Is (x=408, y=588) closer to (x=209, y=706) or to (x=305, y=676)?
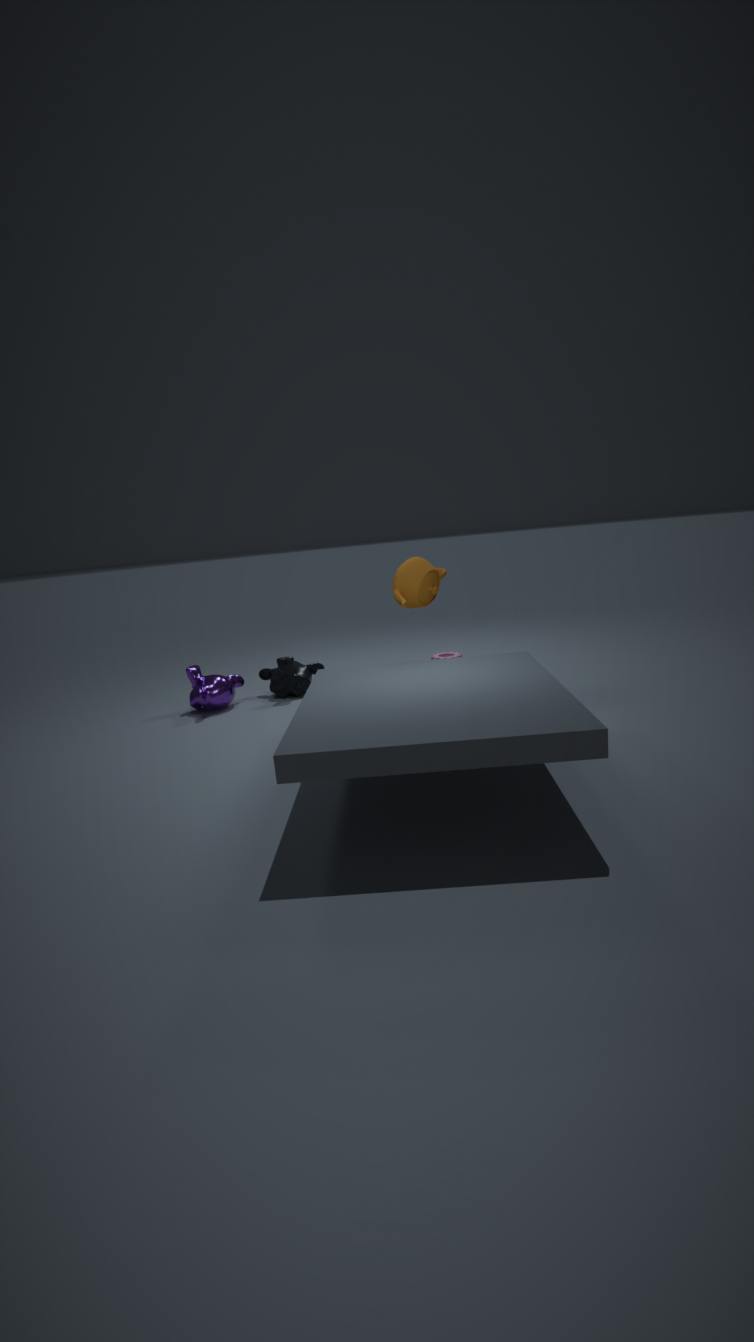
(x=305, y=676)
